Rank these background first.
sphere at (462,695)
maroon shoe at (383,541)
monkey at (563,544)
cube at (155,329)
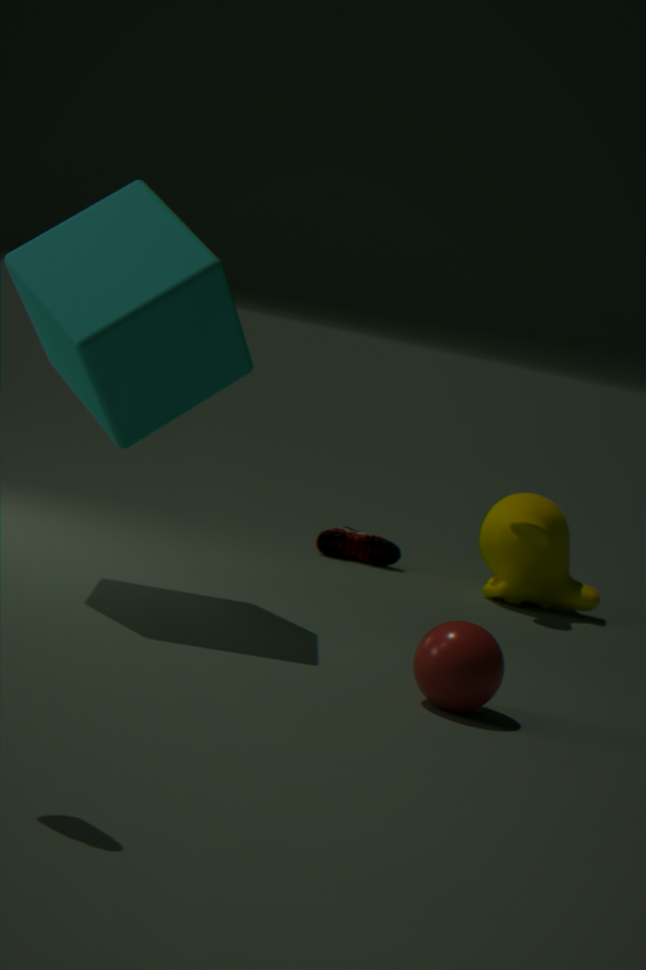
1. maroon shoe at (383,541)
2. monkey at (563,544)
3. cube at (155,329)
4. sphere at (462,695)
